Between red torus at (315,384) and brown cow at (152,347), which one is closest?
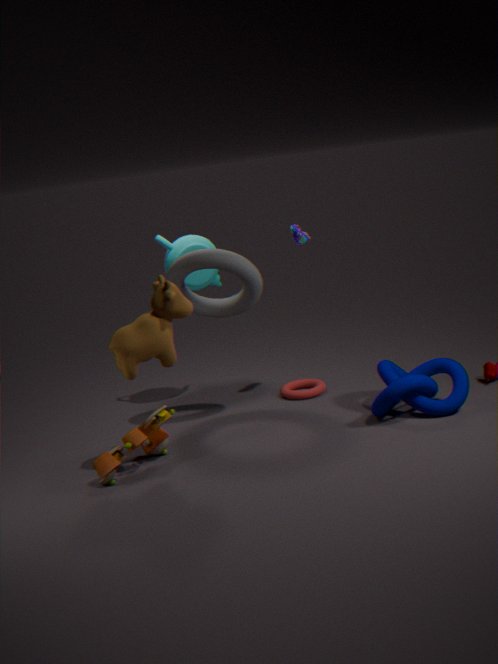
brown cow at (152,347)
